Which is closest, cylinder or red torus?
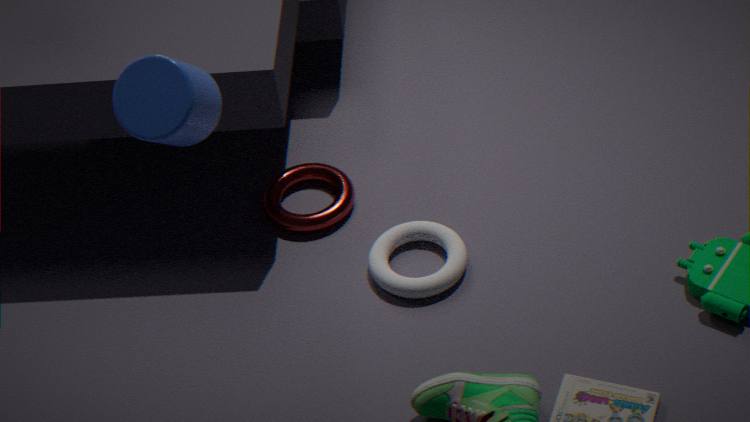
cylinder
